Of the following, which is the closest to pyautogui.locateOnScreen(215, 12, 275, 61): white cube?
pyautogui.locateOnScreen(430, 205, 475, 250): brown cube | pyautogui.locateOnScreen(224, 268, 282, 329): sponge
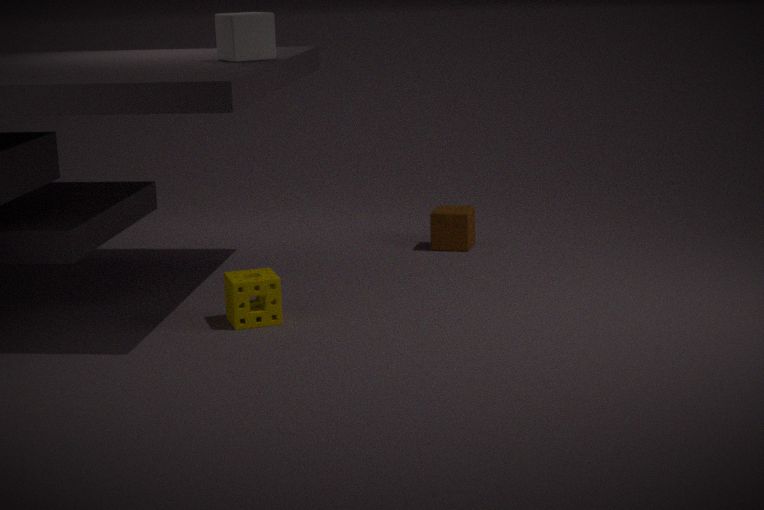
pyautogui.locateOnScreen(224, 268, 282, 329): sponge
